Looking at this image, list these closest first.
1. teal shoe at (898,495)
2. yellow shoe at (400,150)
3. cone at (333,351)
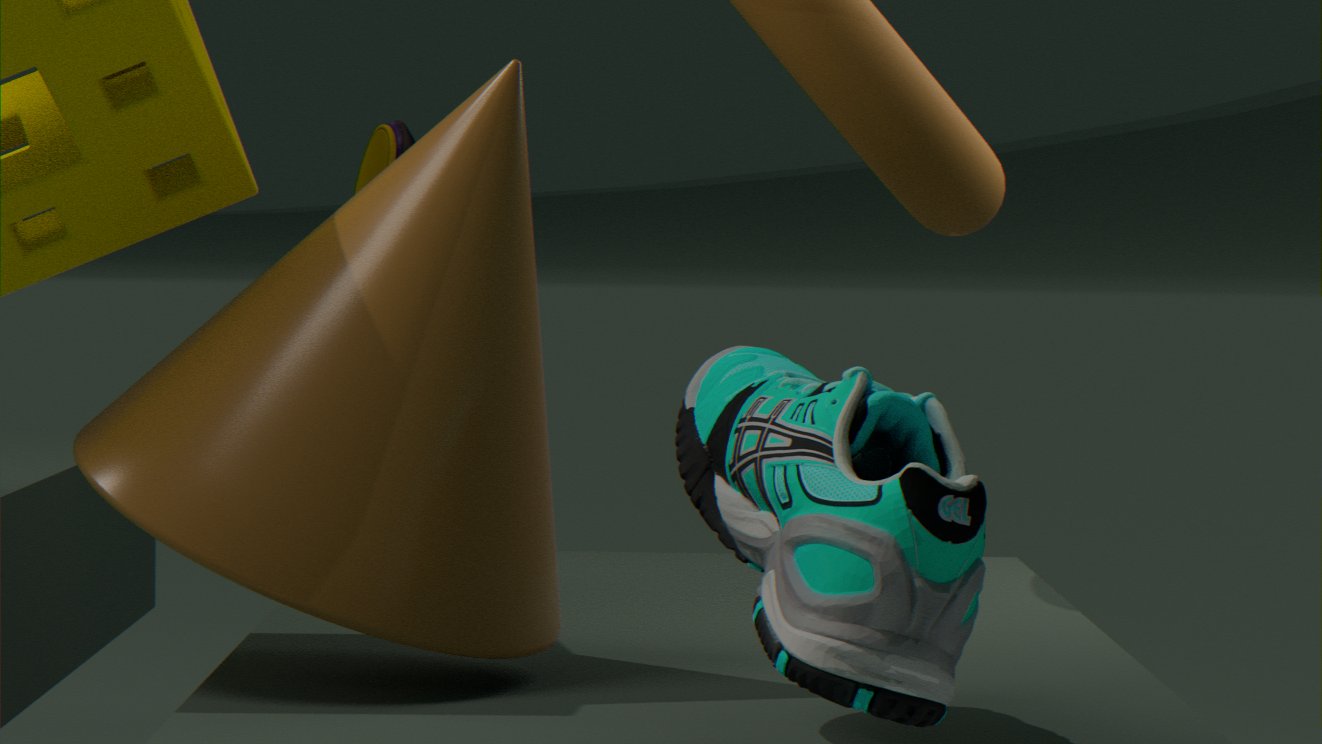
teal shoe at (898,495) → cone at (333,351) → yellow shoe at (400,150)
